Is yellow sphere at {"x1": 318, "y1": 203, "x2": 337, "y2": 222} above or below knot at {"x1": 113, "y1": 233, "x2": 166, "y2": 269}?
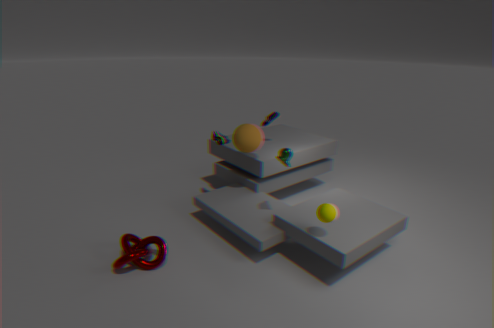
above
